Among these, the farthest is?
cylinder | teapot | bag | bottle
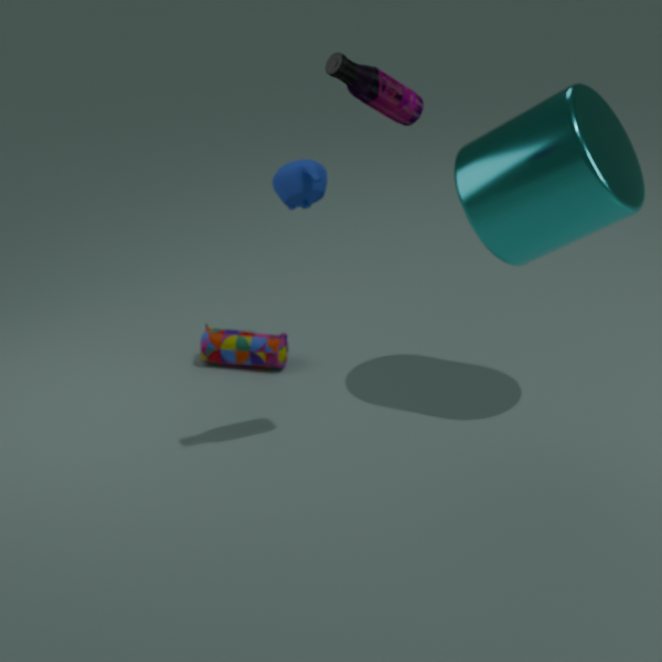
bag
